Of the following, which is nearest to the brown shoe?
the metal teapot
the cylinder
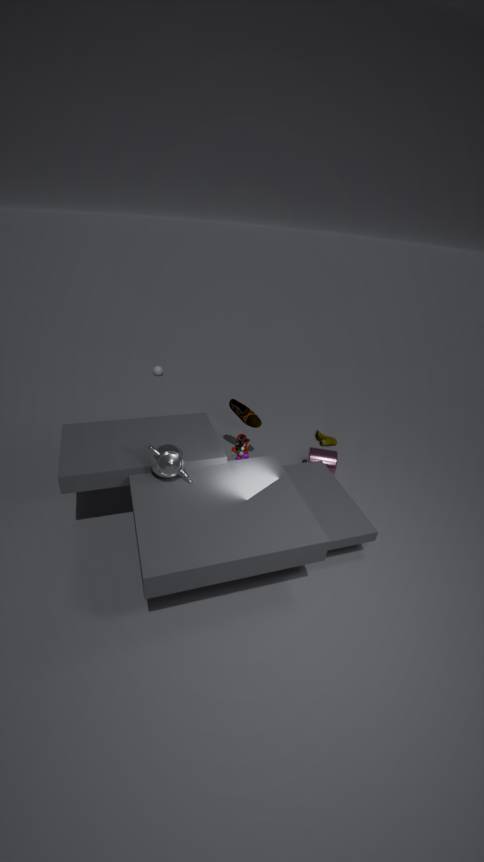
the cylinder
